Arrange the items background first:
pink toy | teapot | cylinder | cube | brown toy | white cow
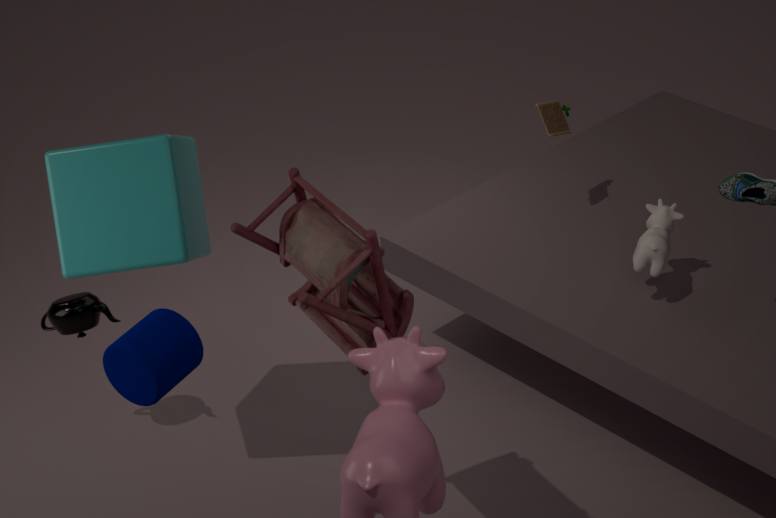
brown toy
teapot
white cow
cube
pink toy
cylinder
